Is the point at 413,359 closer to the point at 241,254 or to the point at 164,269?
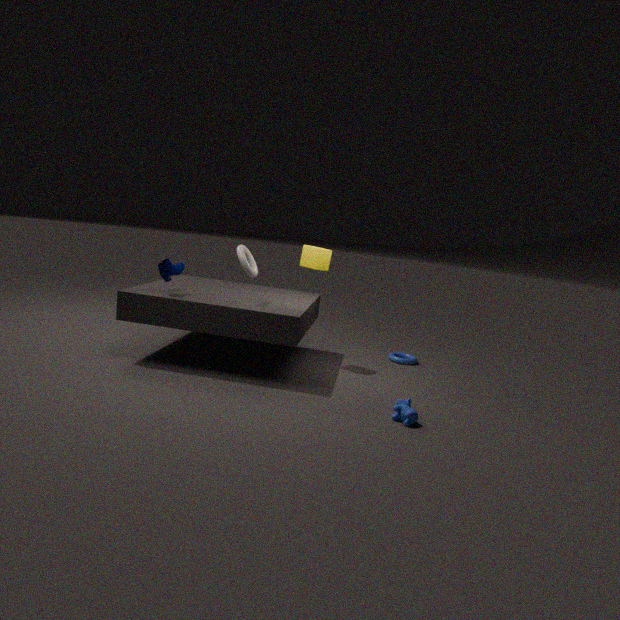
the point at 241,254
